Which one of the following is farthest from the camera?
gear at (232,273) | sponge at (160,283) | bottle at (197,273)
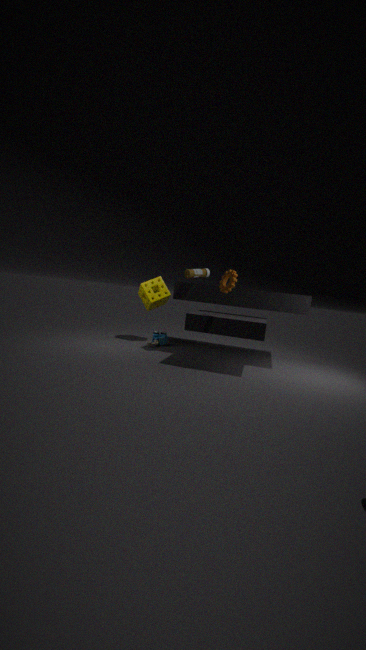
sponge at (160,283)
